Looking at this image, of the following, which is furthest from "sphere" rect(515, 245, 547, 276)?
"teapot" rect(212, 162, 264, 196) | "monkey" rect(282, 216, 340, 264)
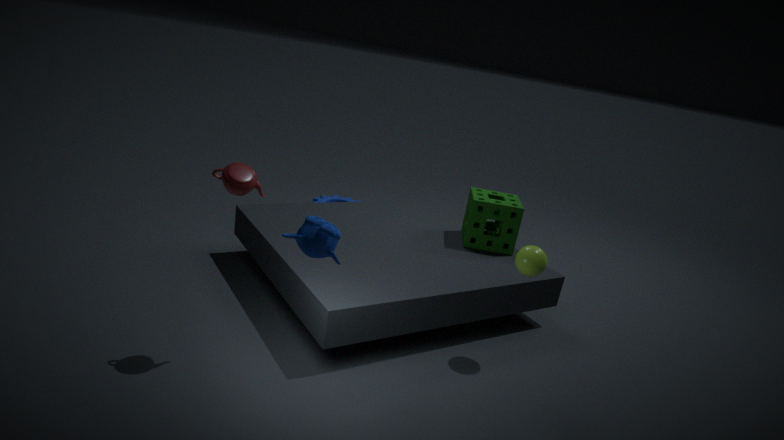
"teapot" rect(212, 162, 264, 196)
